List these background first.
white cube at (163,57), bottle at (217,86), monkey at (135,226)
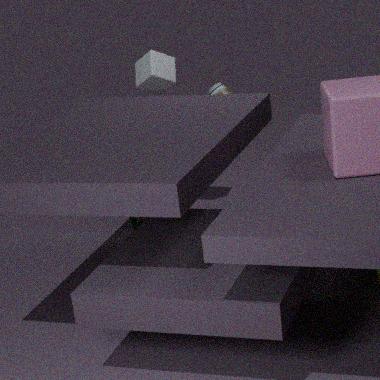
bottle at (217,86)
white cube at (163,57)
monkey at (135,226)
